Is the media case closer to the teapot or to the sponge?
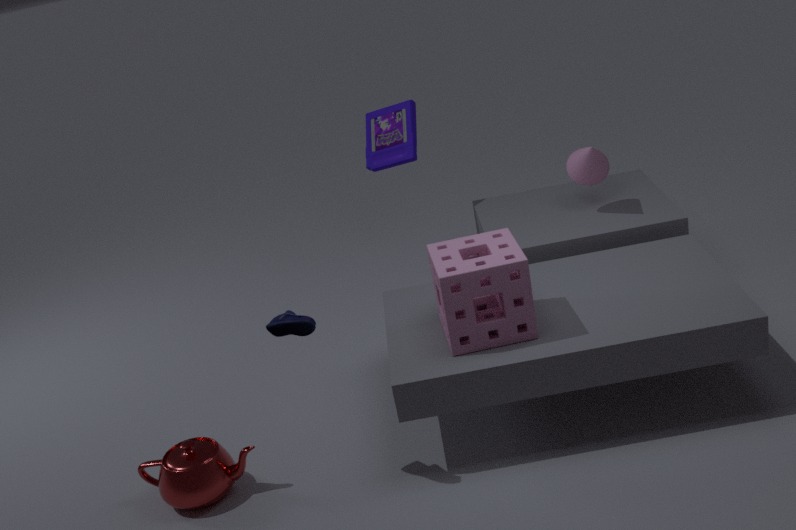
the sponge
